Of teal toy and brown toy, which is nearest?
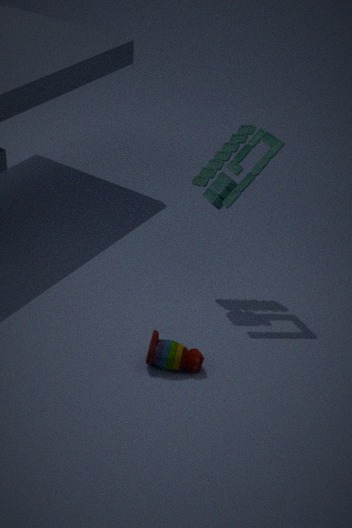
brown toy
